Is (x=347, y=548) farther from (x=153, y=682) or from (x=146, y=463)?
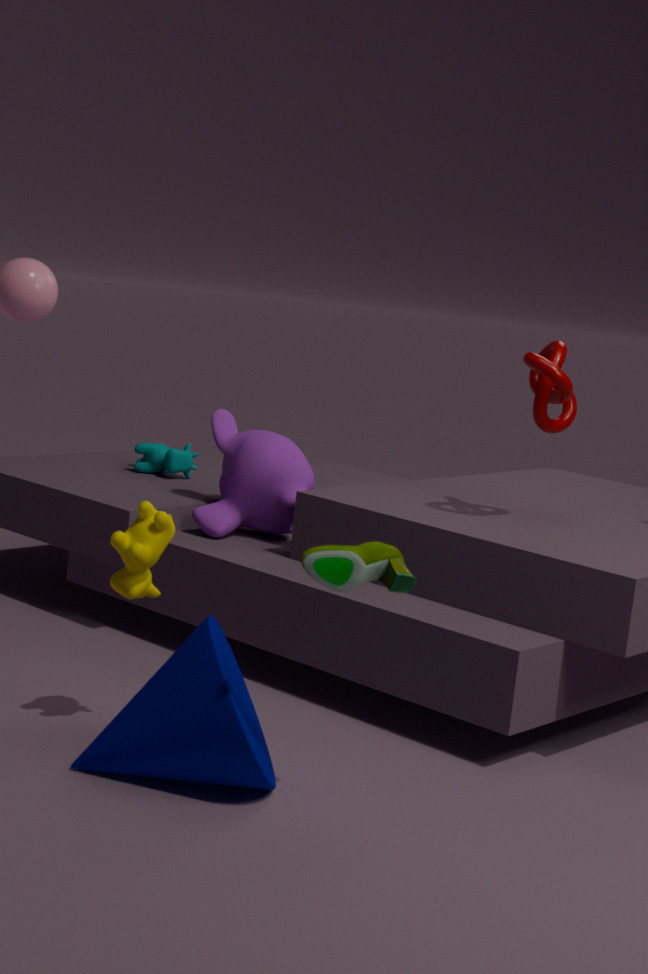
(x=146, y=463)
